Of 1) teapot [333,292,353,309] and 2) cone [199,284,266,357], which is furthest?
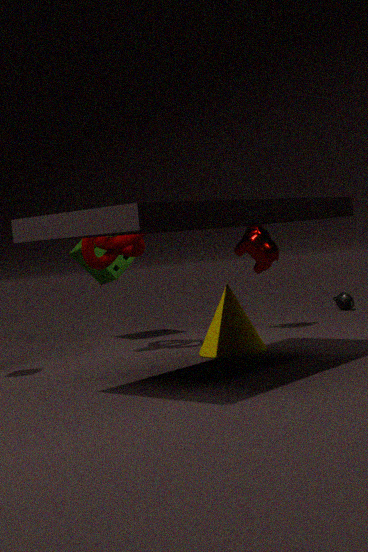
1. teapot [333,292,353,309]
